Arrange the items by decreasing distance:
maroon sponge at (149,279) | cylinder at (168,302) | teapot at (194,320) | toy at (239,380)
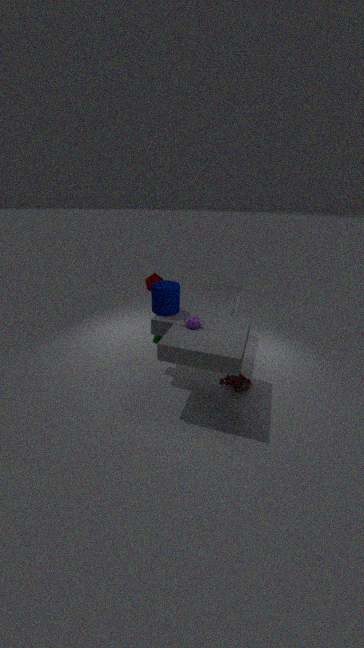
1. maroon sponge at (149,279)
2. toy at (239,380)
3. cylinder at (168,302)
4. teapot at (194,320)
